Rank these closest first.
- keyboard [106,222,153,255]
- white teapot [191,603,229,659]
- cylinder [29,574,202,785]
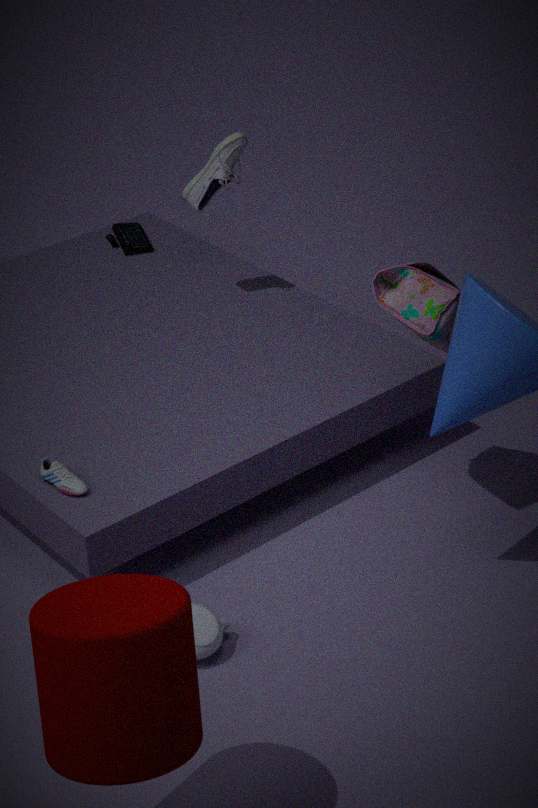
cylinder [29,574,202,785]
white teapot [191,603,229,659]
keyboard [106,222,153,255]
